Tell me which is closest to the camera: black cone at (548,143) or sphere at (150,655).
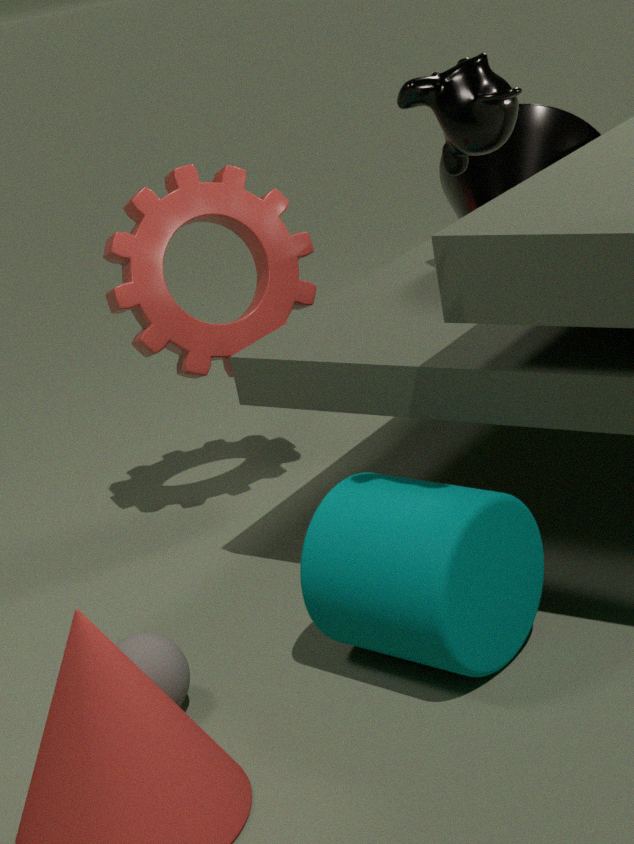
sphere at (150,655)
